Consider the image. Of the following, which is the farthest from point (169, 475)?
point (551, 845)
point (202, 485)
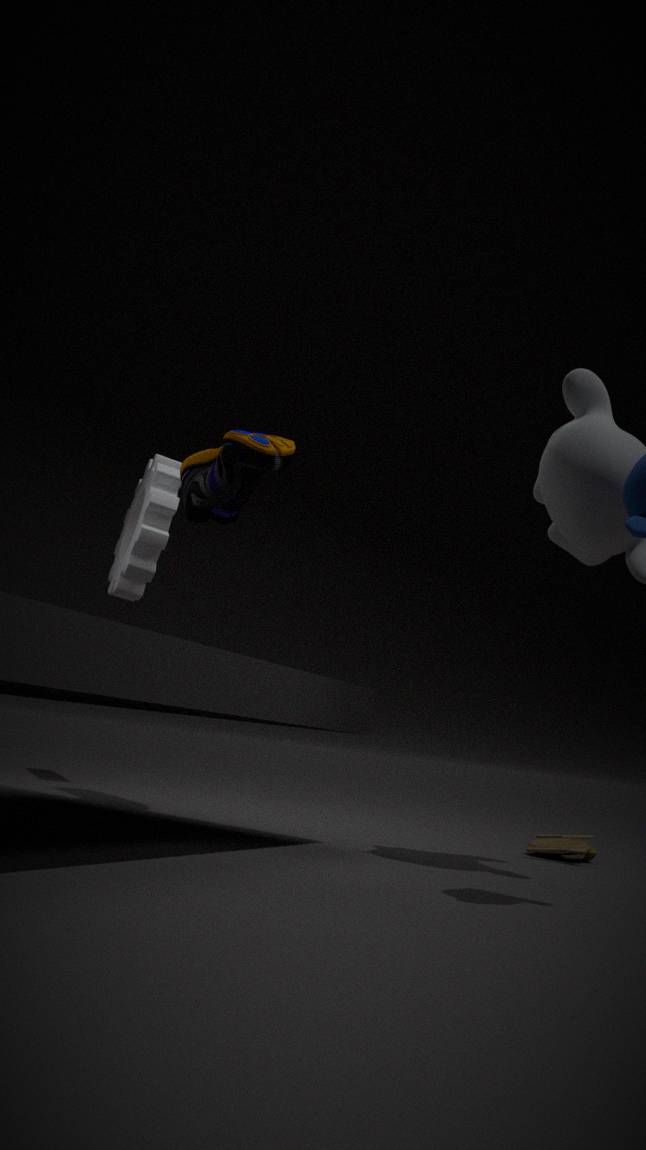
point (551, 845)
